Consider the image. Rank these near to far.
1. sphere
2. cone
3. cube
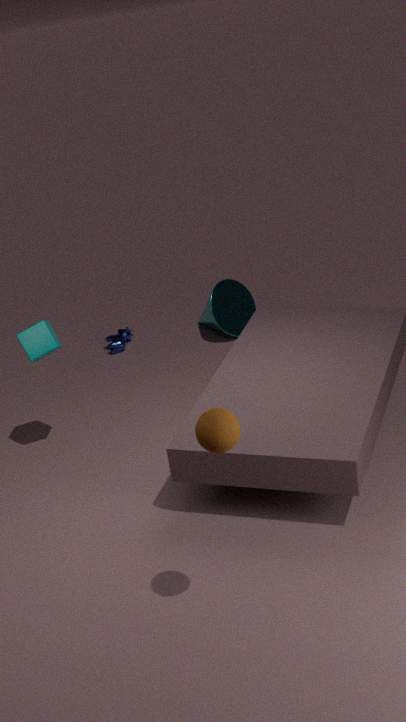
sphere
cube
cone
